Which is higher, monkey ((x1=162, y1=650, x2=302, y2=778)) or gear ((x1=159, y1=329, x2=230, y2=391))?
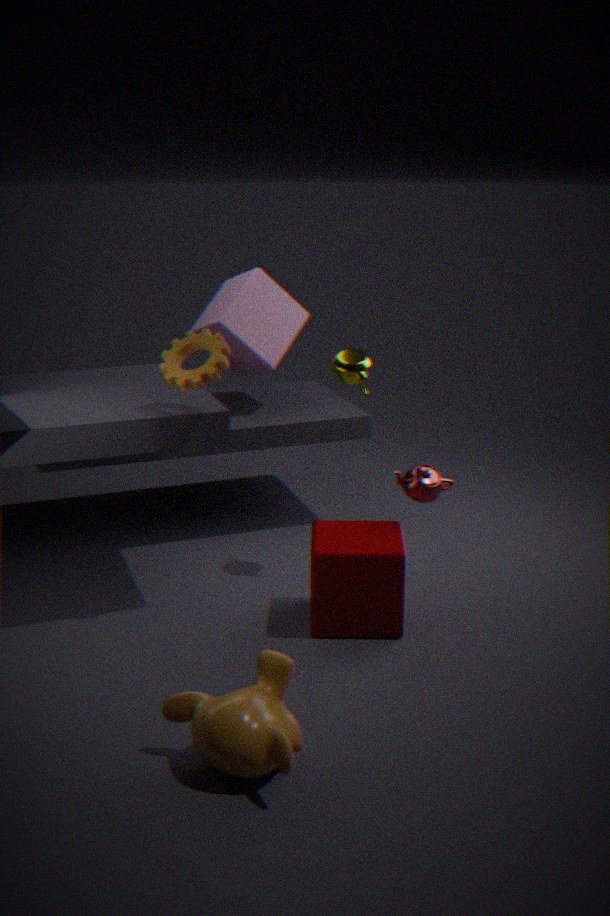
gear ((x1=159, y1=329, x2=230, y2=391))
